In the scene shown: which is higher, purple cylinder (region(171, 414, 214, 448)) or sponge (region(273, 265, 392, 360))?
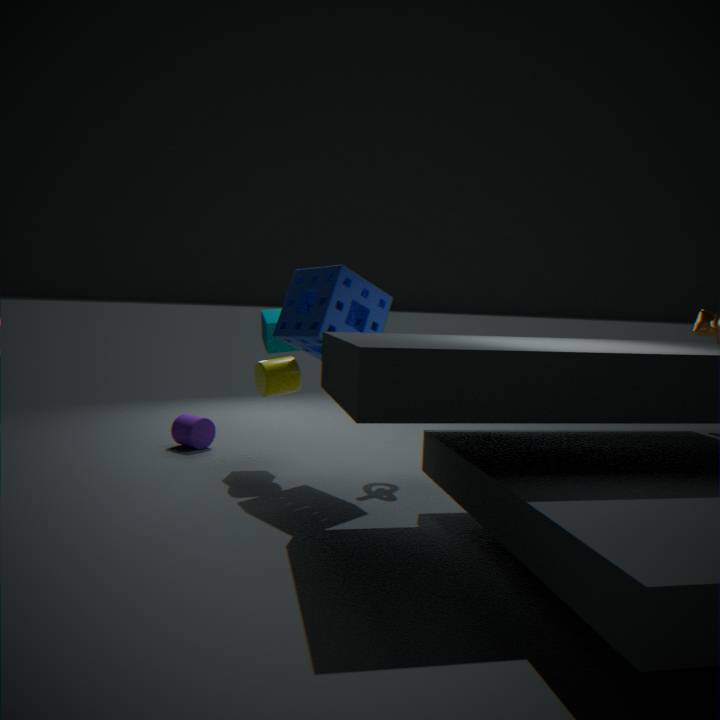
sponge (region(273, 265, 392, 360))
